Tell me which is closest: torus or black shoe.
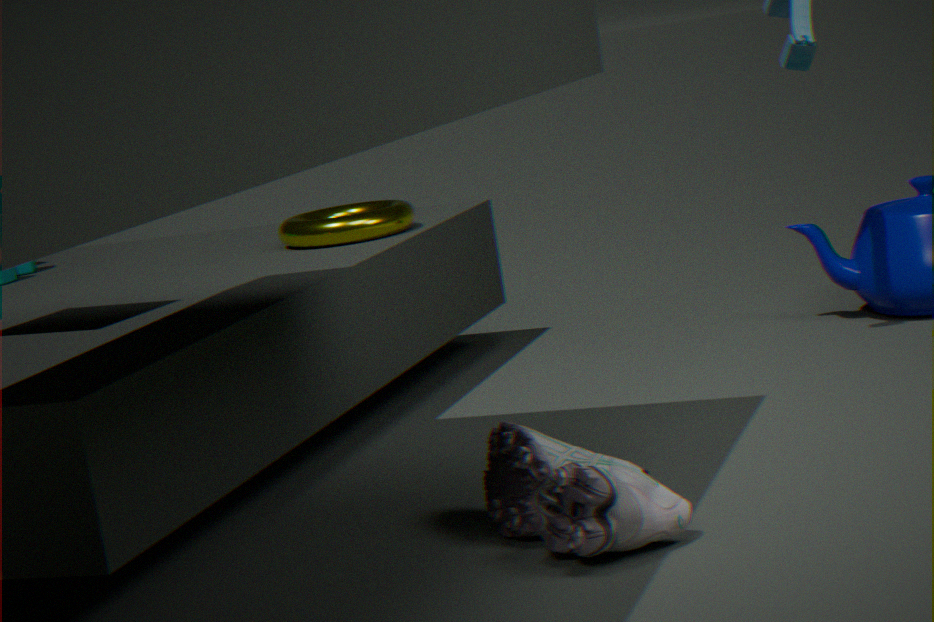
black shoe
